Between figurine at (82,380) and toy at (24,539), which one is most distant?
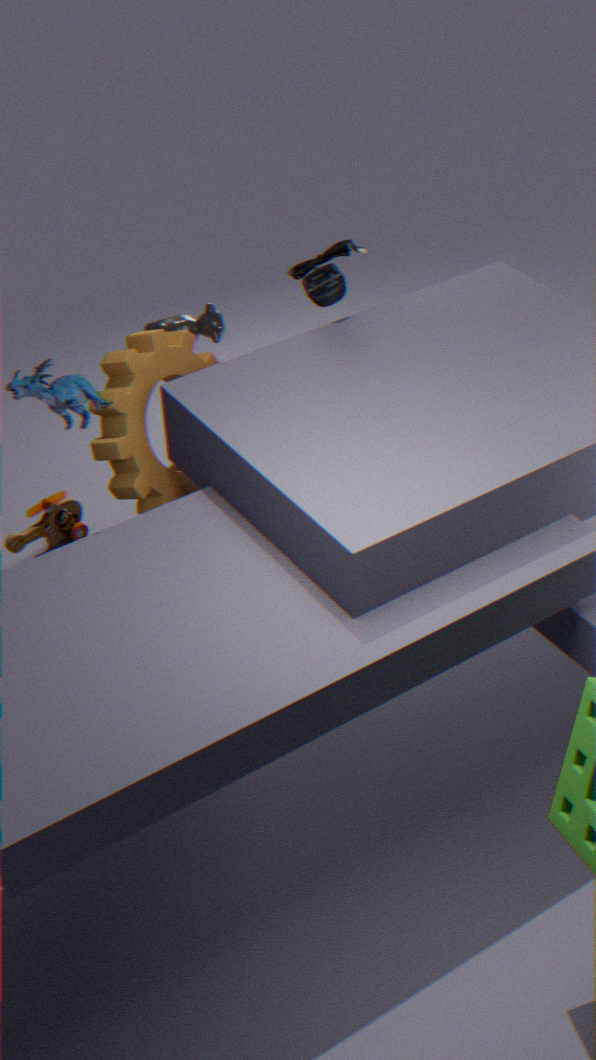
toy at (24,539)
